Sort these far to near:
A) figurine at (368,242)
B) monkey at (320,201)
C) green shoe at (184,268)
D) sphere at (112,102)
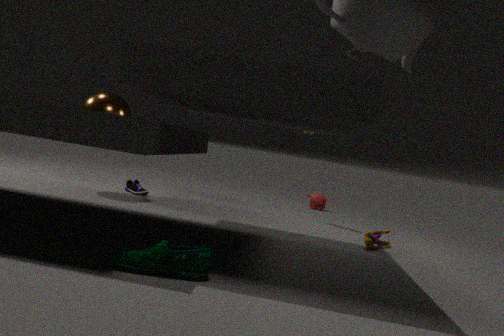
monkey at (320,201) → sphere at (112,102) → figurine at (368,242) → green shoe at (184,268)
